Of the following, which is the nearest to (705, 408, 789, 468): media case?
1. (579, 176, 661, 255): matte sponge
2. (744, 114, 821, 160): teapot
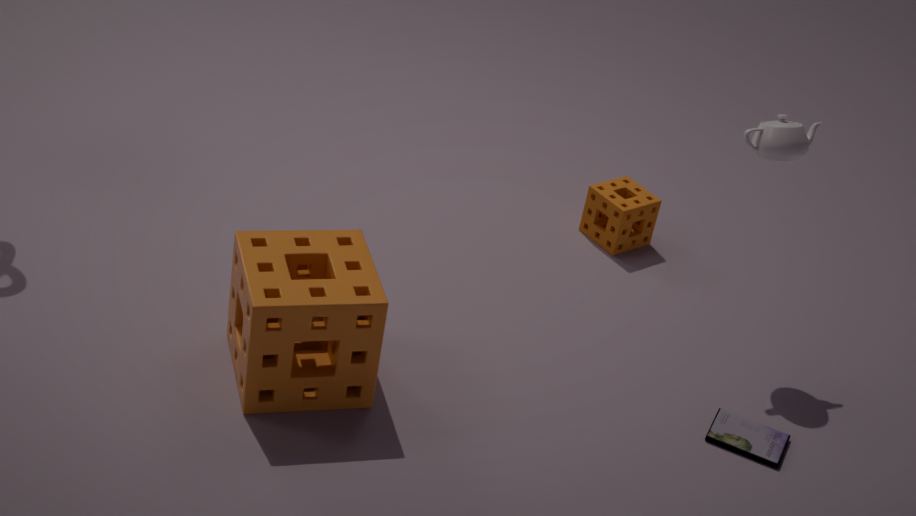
(744, 114, 821, 160): teapot
